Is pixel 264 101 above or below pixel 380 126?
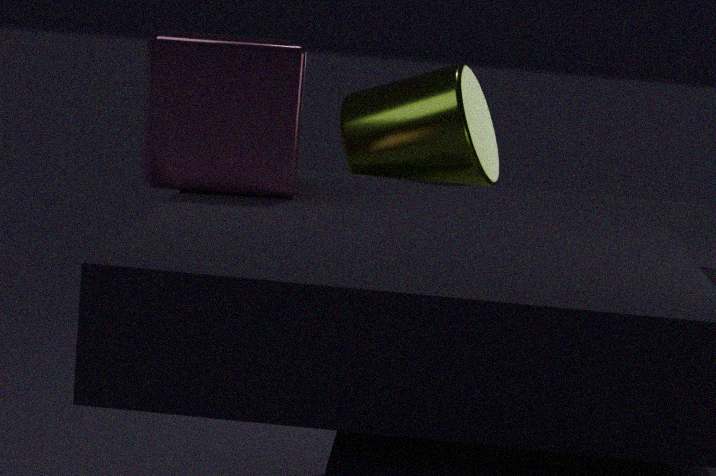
above
